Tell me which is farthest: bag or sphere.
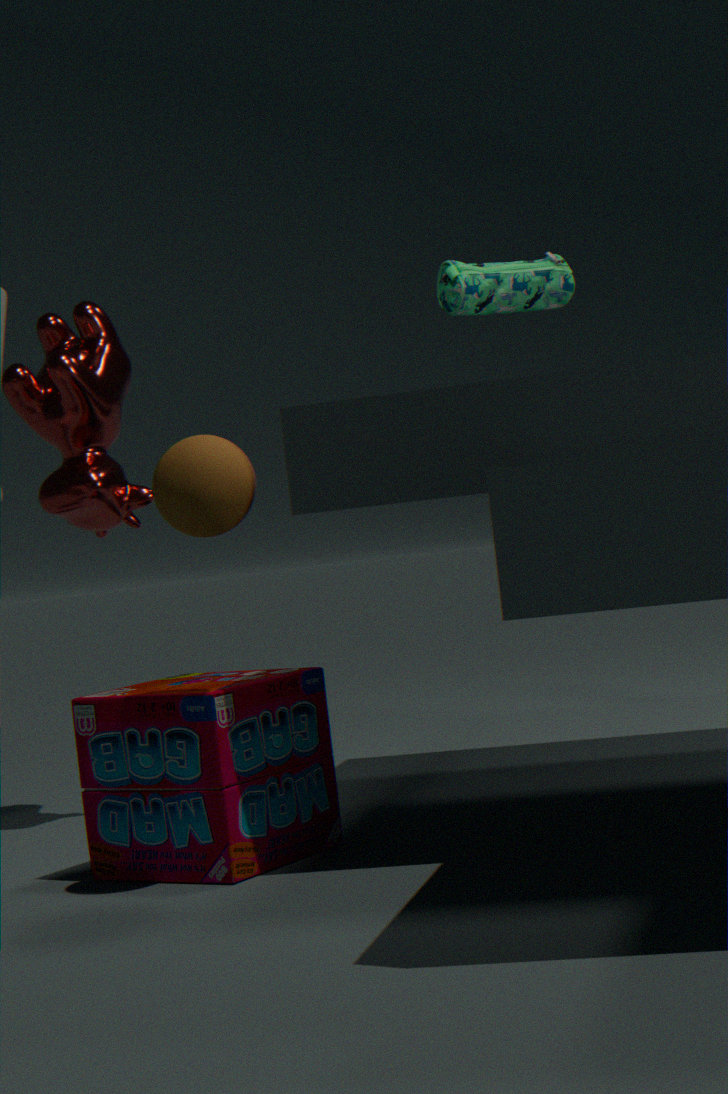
bag
